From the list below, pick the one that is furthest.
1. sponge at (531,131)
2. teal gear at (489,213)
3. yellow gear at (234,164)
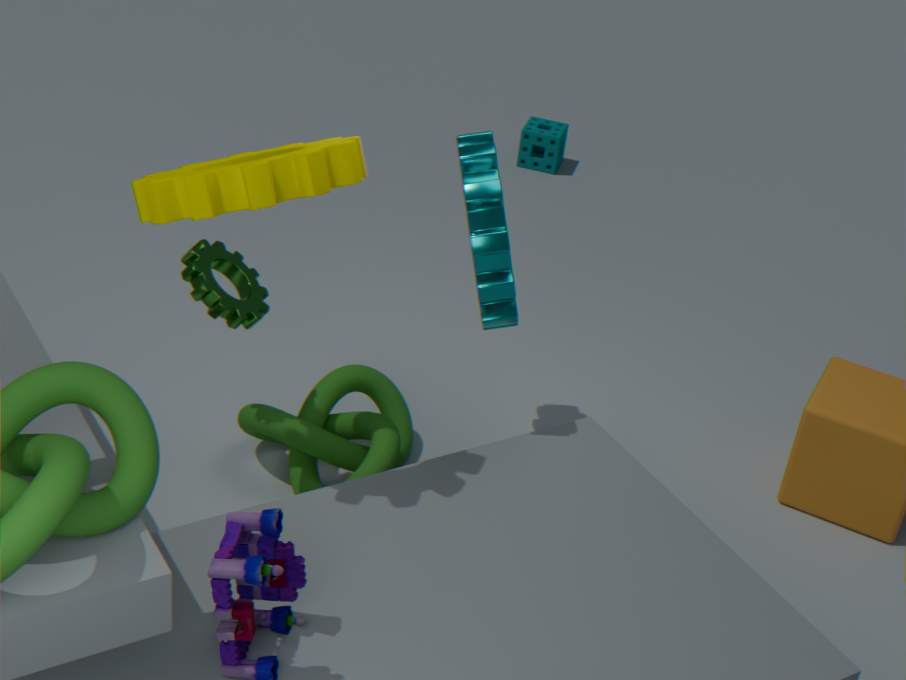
sponge at (531,131)
